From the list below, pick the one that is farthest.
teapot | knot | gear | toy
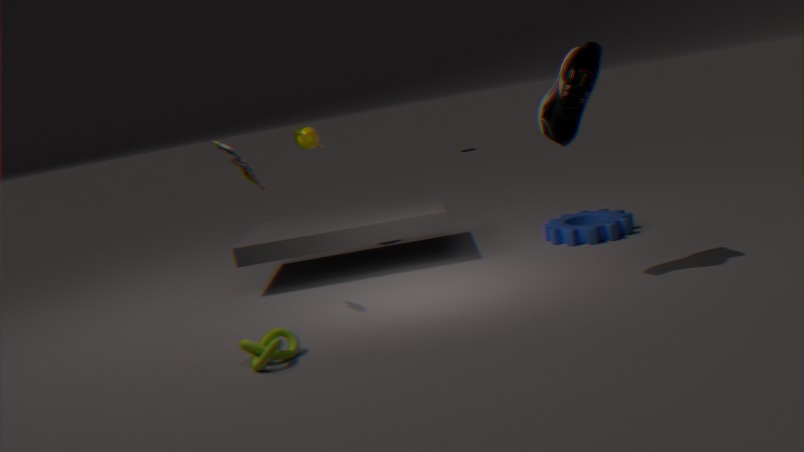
teapot
